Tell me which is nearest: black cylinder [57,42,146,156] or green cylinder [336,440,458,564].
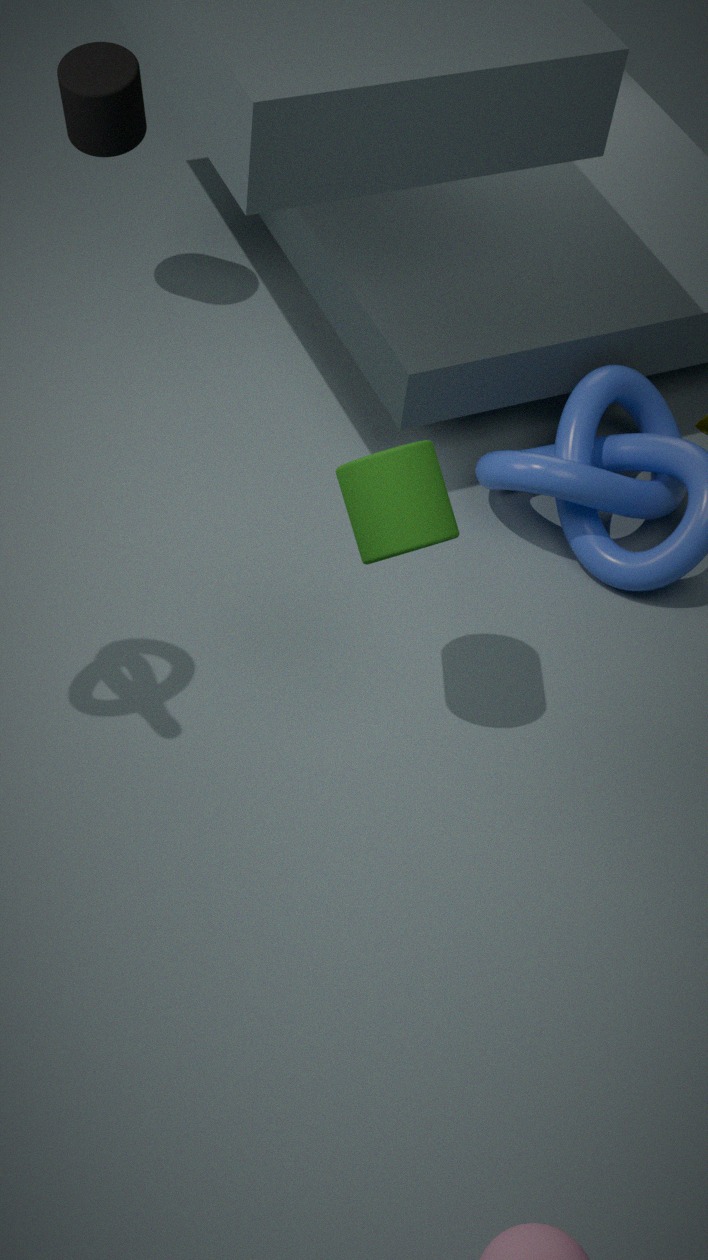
green cylinder [336,440,458,564]
